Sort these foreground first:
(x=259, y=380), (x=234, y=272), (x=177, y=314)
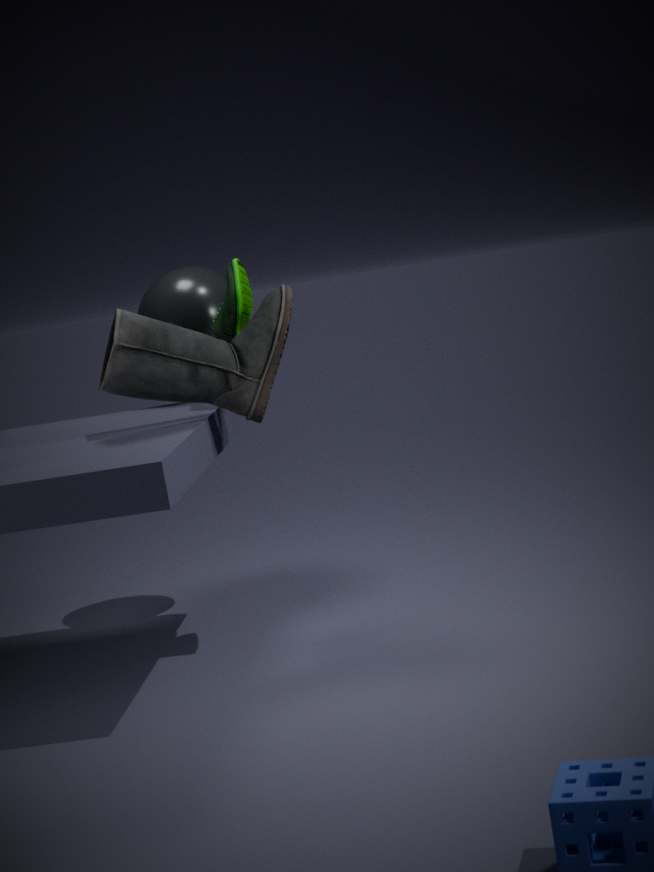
(x=259, y=380) → (x=234, y=272) → (x=177, y=314)
